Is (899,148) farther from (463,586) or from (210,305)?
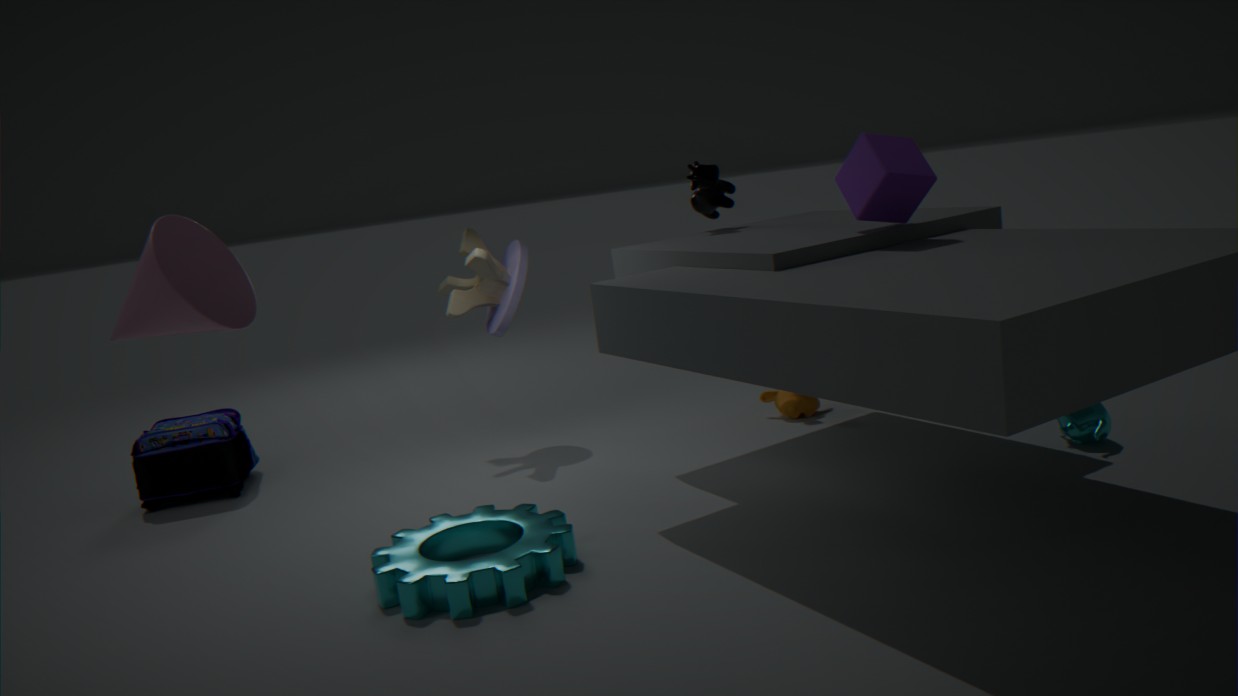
(210,305)
